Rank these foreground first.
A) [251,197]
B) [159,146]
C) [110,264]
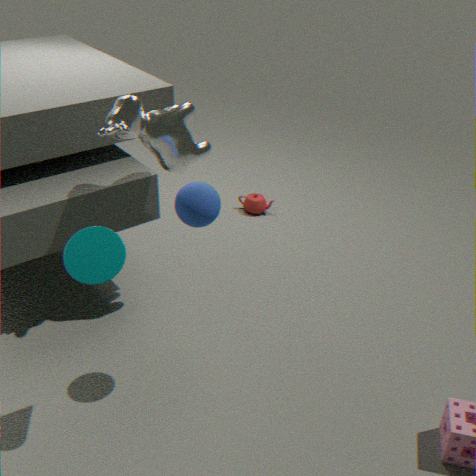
[110,264]
[159,146]
[251,197]
